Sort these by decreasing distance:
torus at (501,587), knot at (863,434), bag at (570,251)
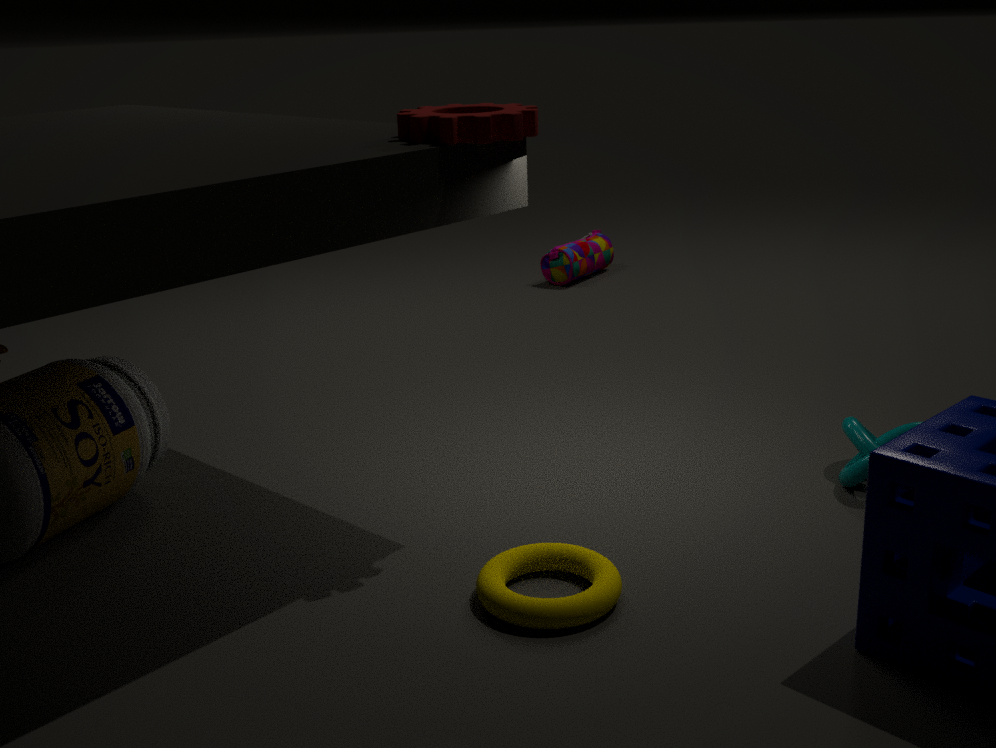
bag at (570,251)
knot at (863,434)
torus at (501,587)
